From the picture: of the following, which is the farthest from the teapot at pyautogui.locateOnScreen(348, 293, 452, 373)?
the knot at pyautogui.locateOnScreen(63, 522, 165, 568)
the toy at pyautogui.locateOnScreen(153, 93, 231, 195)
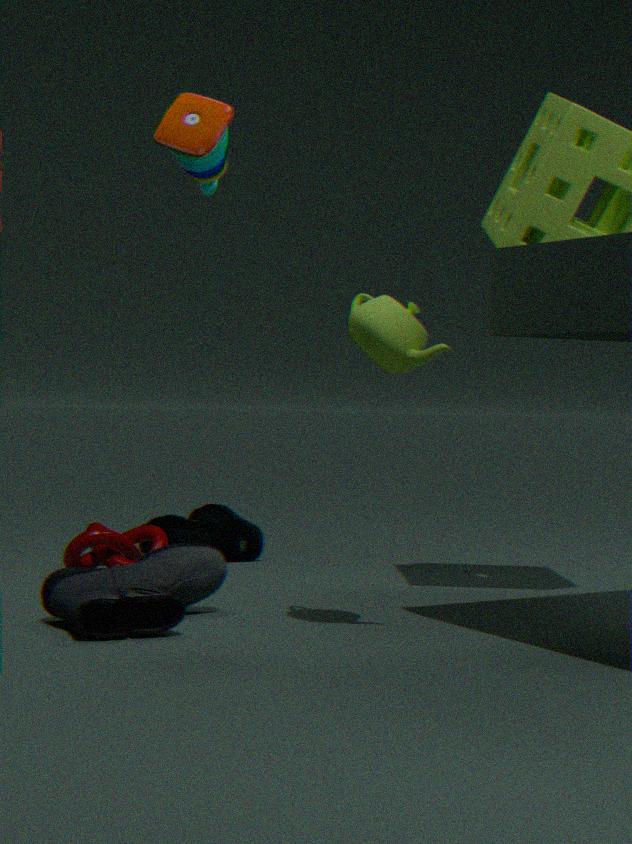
the knot at pyautogui.locateOnScreen(63, 522, 165, 568)
